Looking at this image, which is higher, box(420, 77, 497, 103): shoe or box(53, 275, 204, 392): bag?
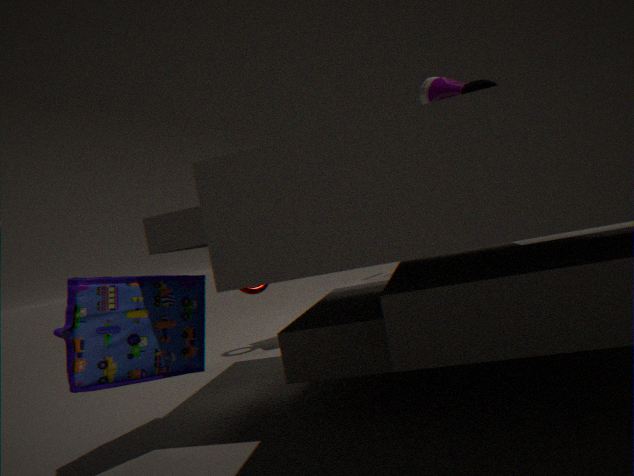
box(420, 77, 497, 103): shoe
